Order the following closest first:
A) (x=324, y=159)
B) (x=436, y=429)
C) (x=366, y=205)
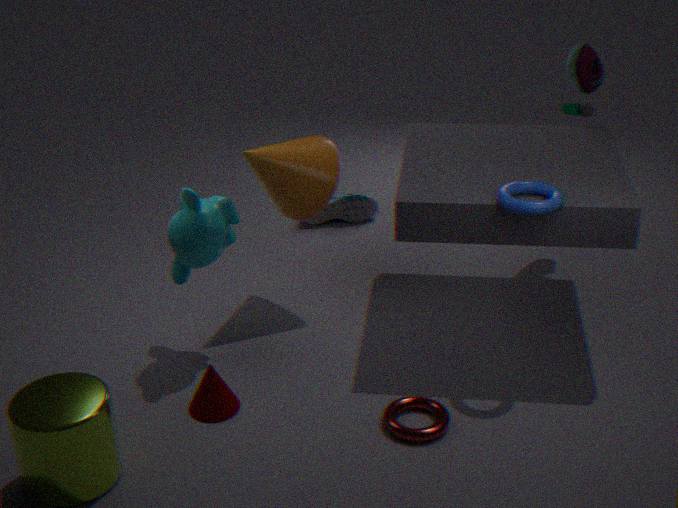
(x=436, y=429), (x=324, y=159), (x=366, y=205)
